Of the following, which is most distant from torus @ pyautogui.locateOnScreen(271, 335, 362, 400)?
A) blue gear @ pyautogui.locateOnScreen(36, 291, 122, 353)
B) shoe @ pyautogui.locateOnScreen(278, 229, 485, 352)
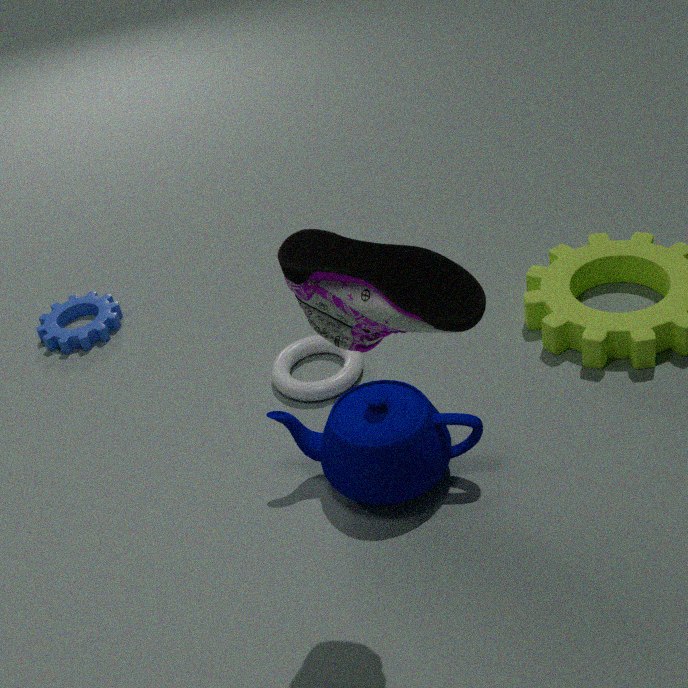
shoe @ pyautogui.locateOnScreen(278, 229, 485, 352)
